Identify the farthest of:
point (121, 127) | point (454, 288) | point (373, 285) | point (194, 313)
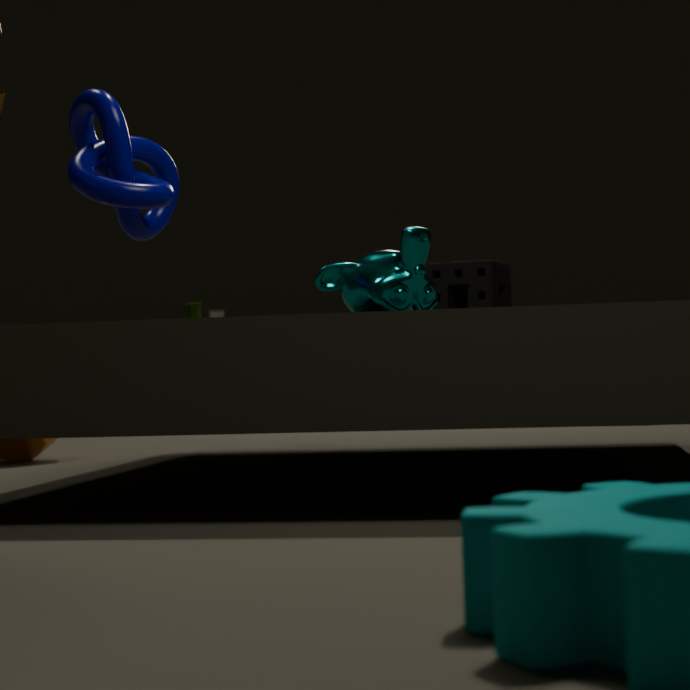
point (194, 313)
